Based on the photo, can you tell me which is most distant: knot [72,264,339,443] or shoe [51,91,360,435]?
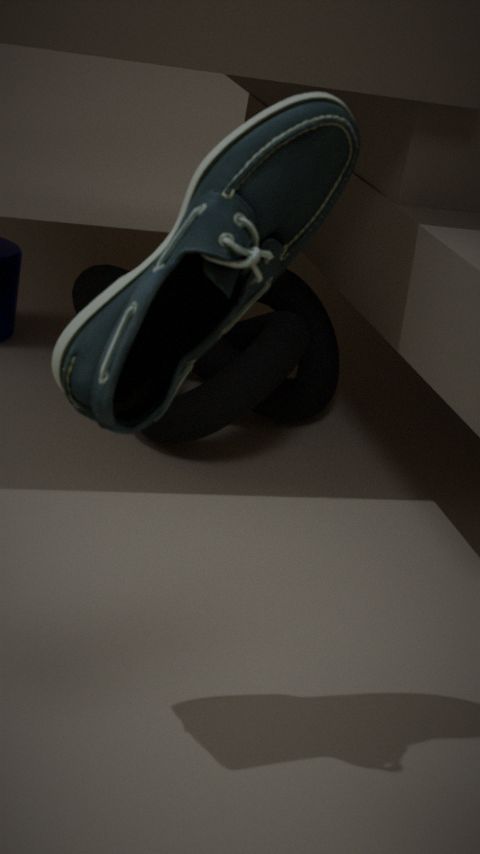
knot [72,264,339,443]
